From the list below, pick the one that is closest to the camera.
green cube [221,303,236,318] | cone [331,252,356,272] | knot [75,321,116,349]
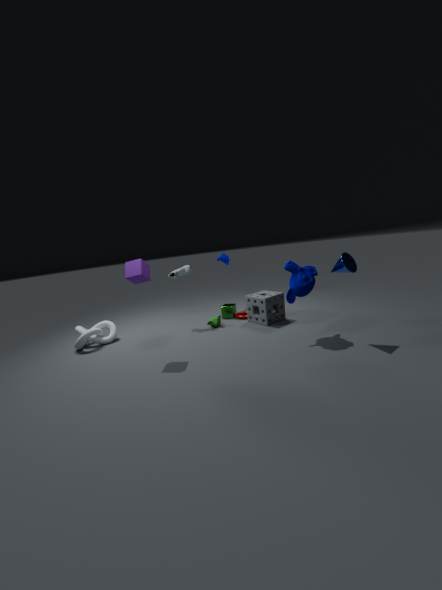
cone [331,252,356,272]
